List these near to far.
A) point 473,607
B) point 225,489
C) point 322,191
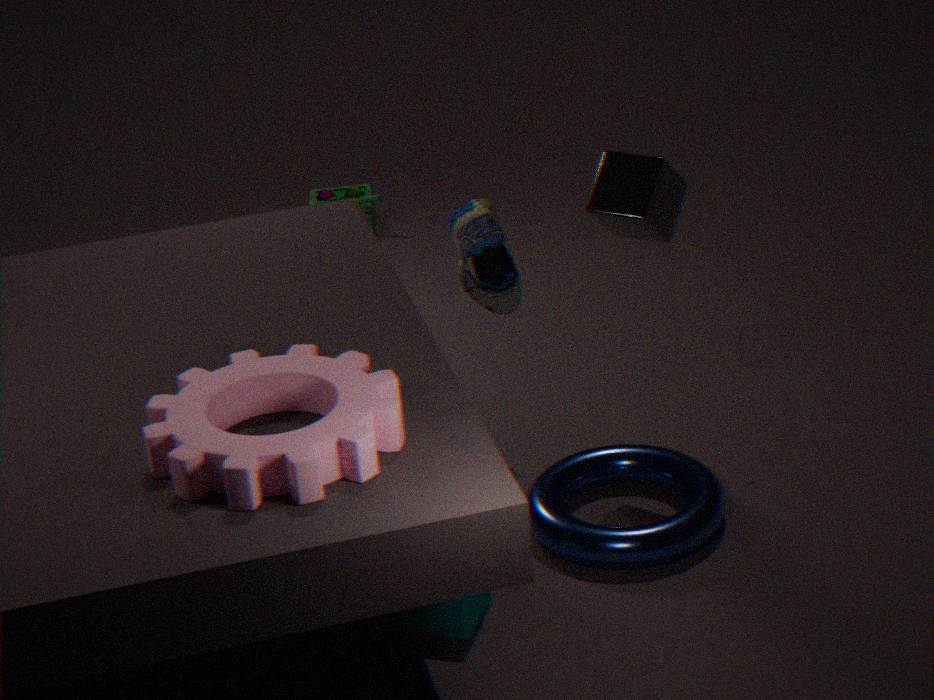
point 225,489 → point 473,607 → point 322,191
